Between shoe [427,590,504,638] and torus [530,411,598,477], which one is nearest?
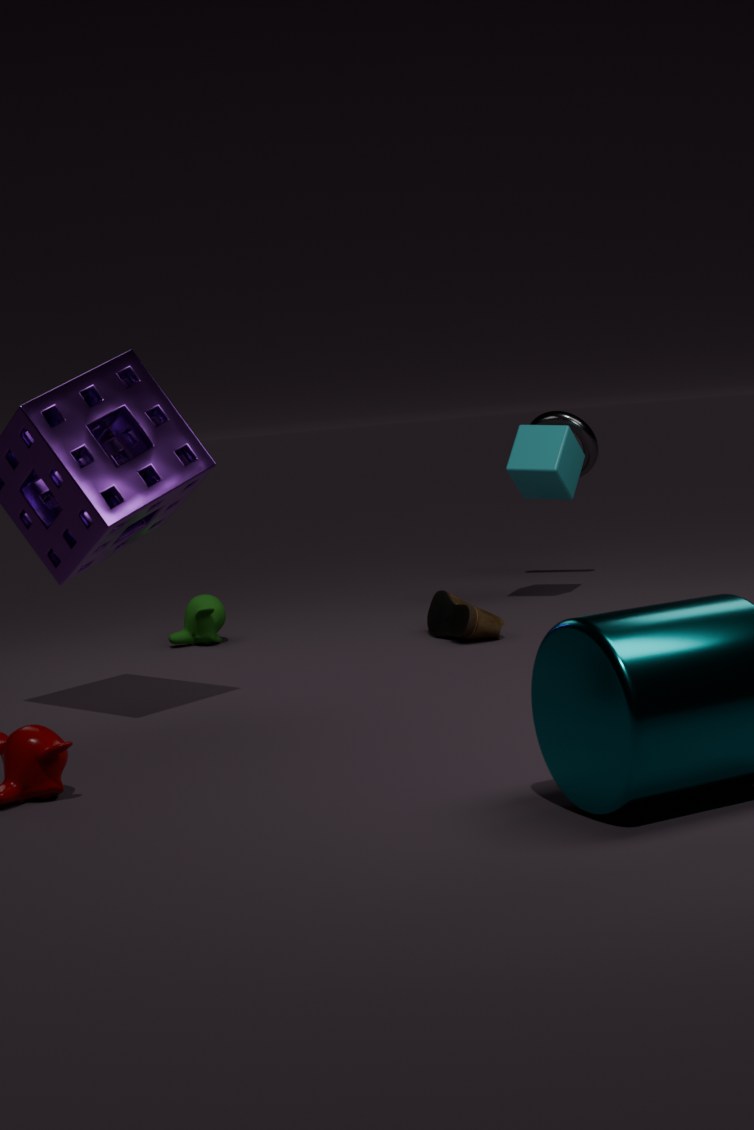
shoe [427,590,504,638]
